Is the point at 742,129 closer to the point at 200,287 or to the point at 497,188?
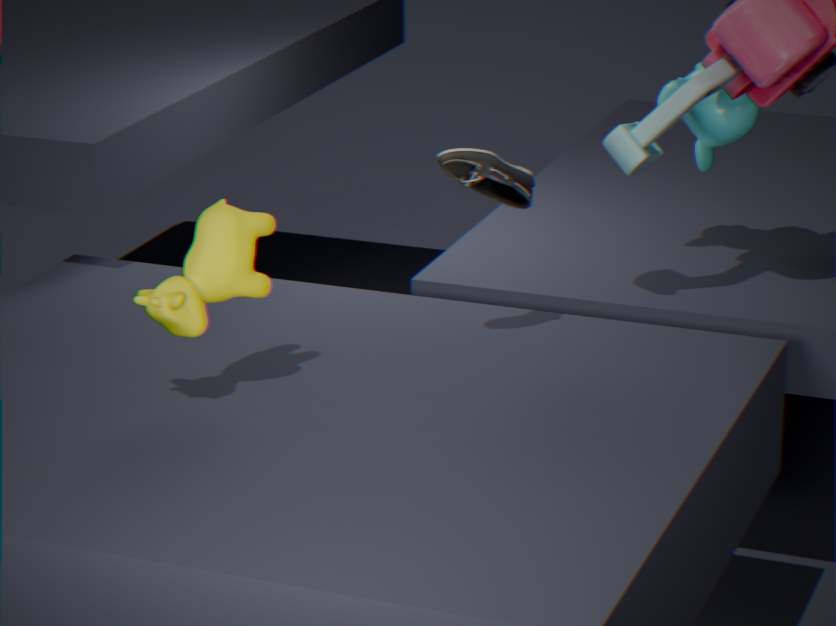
the point at 497,188
